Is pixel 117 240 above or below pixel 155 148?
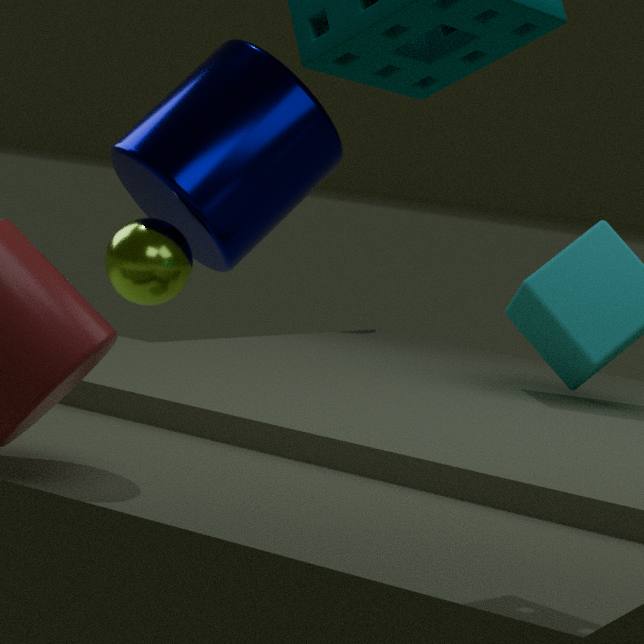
below
